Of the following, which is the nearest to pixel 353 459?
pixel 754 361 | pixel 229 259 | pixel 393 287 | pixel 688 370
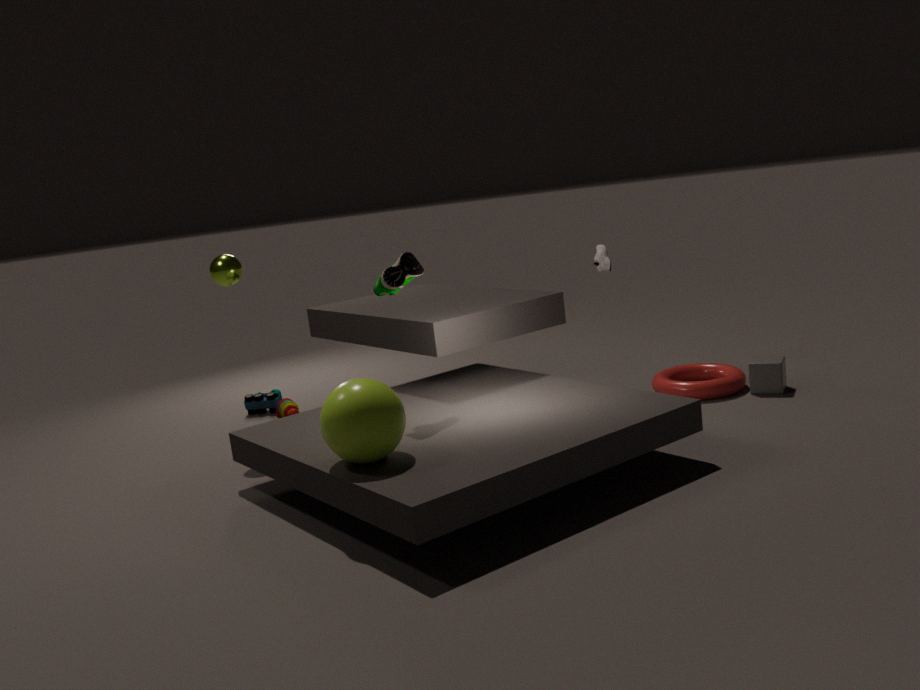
pixel 393 287
